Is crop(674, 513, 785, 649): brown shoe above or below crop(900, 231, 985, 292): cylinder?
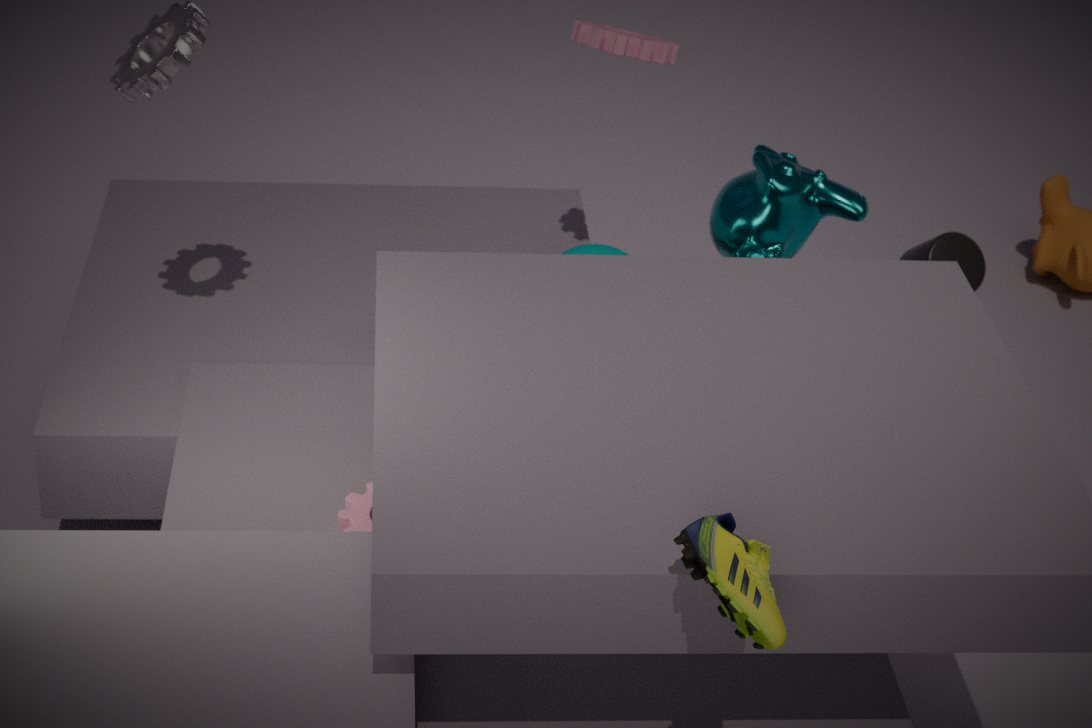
above
